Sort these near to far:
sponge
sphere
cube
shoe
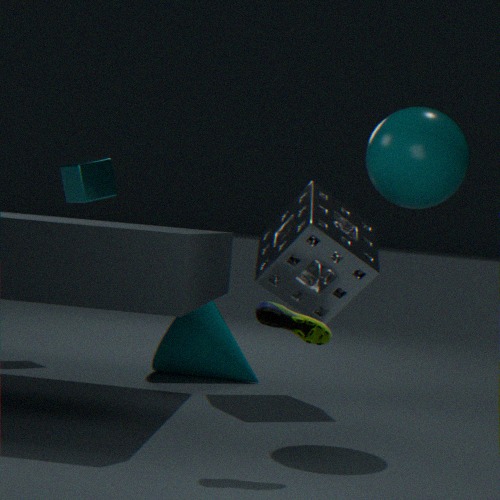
shoe → sphere → sponge → cube
